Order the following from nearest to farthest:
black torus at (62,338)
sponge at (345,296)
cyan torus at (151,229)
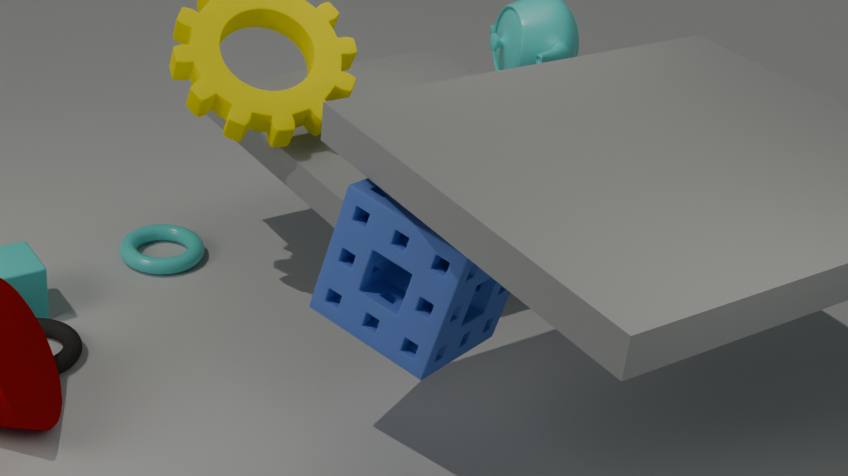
sponge at (345,296)
black torus at (62,338)
cyan torus at (151,229)
